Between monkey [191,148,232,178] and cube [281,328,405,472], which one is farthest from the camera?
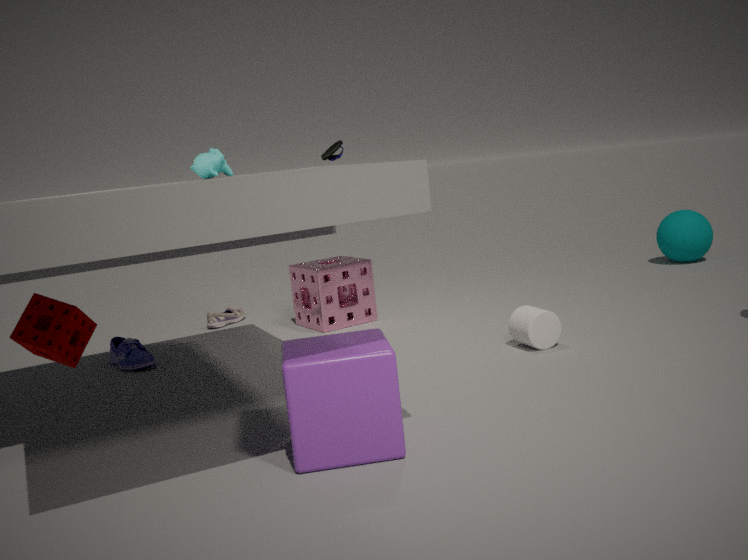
monkey [191,148,232,178]
